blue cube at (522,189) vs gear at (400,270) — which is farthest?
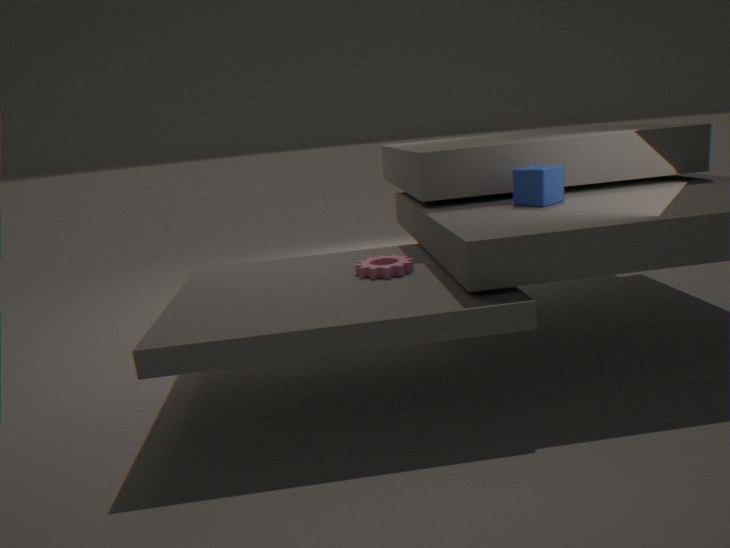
blue cube at (522,189)
